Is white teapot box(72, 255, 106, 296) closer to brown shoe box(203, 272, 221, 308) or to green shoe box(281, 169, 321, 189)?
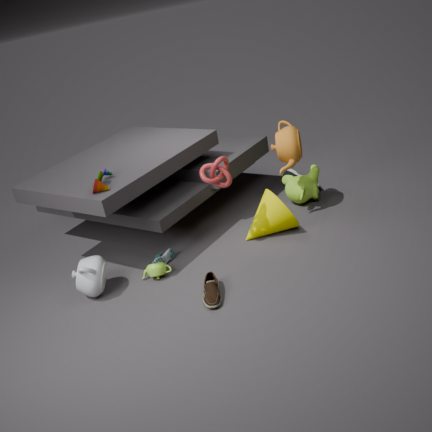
brown shoe box(203, 272, 221, 308)
